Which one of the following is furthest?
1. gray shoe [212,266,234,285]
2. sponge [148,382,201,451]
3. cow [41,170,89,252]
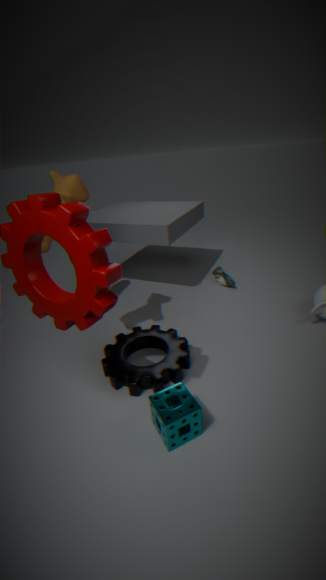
gray shoe [212,266,234,285]
